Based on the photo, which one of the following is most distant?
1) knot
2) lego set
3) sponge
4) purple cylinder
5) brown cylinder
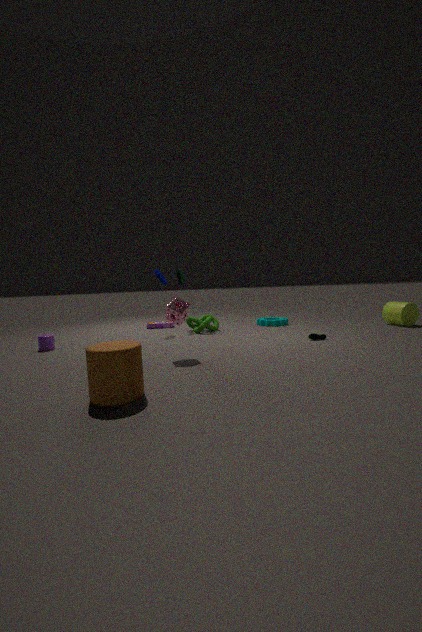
2. lego set
